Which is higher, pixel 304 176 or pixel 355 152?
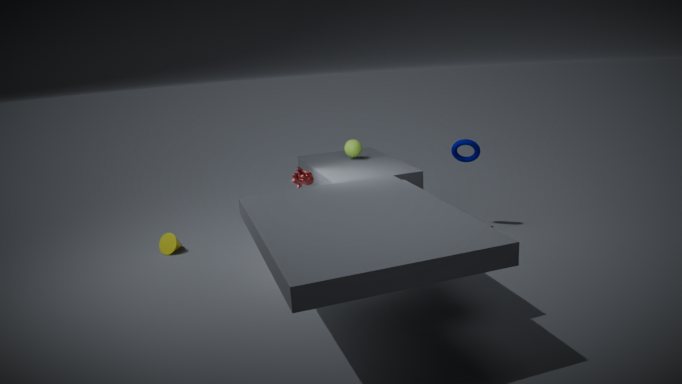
pixel 304 176
